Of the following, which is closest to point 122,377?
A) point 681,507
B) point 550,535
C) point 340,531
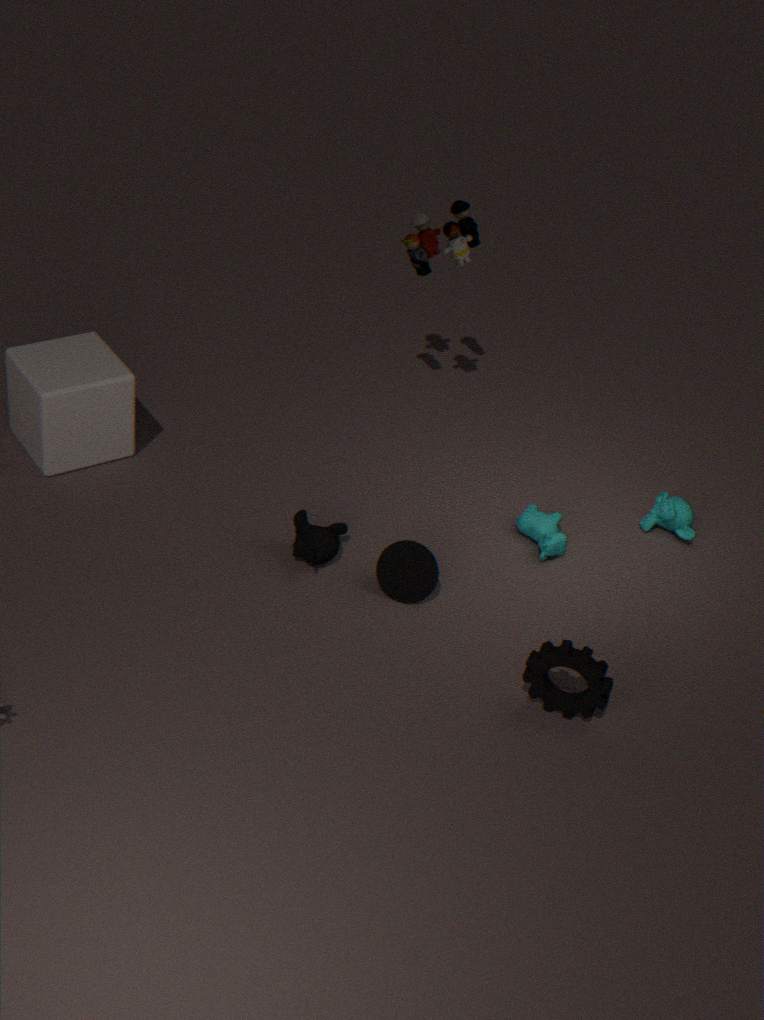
point 340,531
